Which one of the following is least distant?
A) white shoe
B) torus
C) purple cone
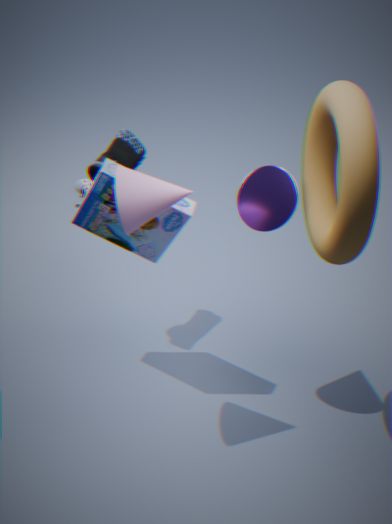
B. torus
